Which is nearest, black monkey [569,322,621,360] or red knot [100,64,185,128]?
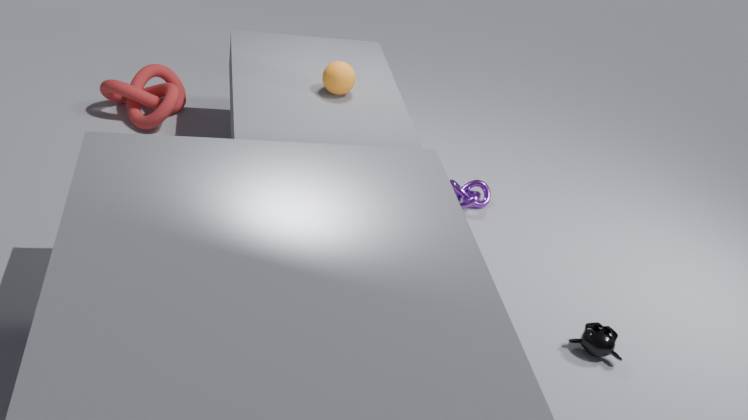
black monkey [569,322,621,360]
